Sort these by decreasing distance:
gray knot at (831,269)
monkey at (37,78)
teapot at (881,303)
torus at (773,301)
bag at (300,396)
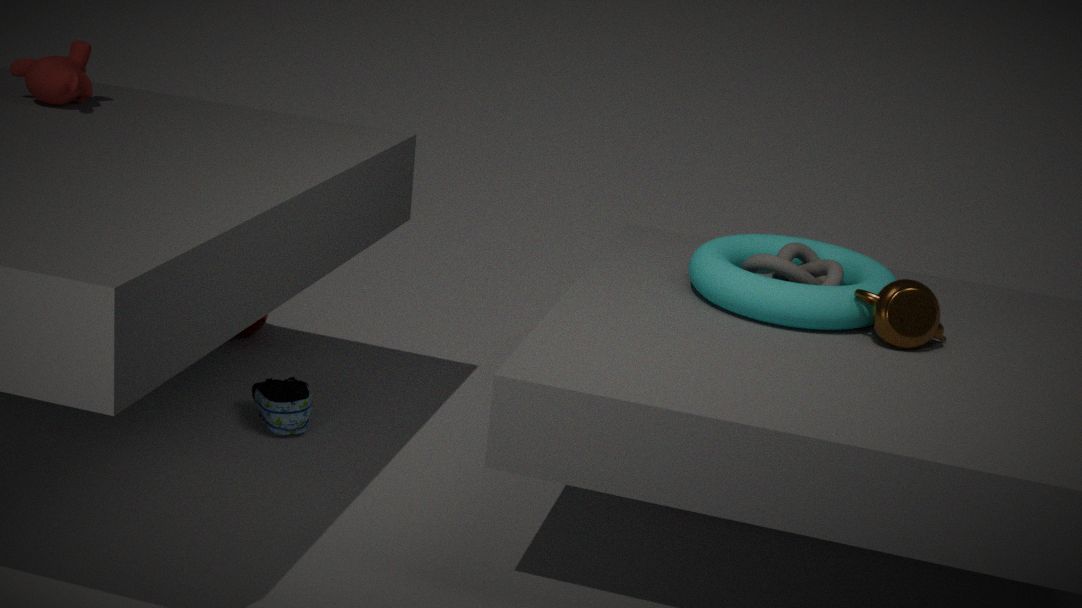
1. bag at (300,396)
2. monkey at (37,78)
3. gray knot at (831,269)
4. torus at (773,301)
5. teapot at (881,303)
